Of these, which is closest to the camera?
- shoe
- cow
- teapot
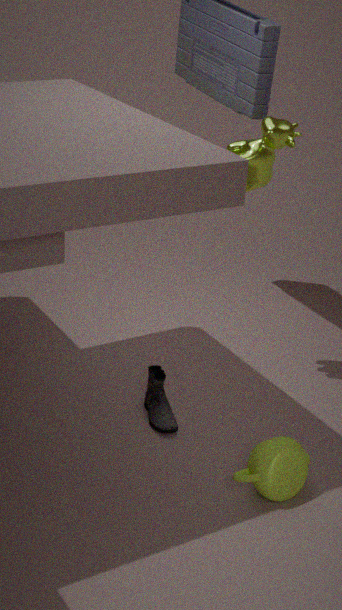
teapot
